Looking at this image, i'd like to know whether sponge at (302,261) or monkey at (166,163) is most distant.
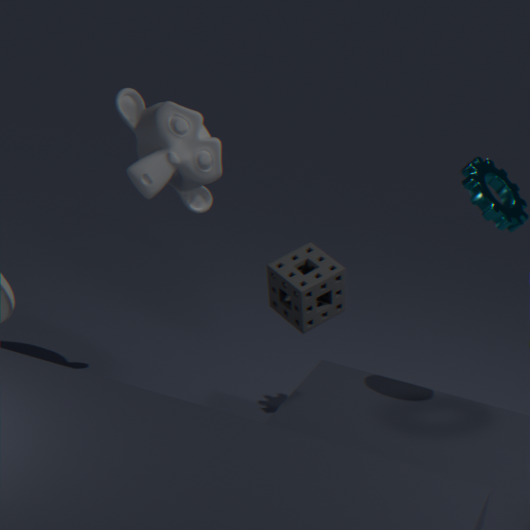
monkey at (166,163)
